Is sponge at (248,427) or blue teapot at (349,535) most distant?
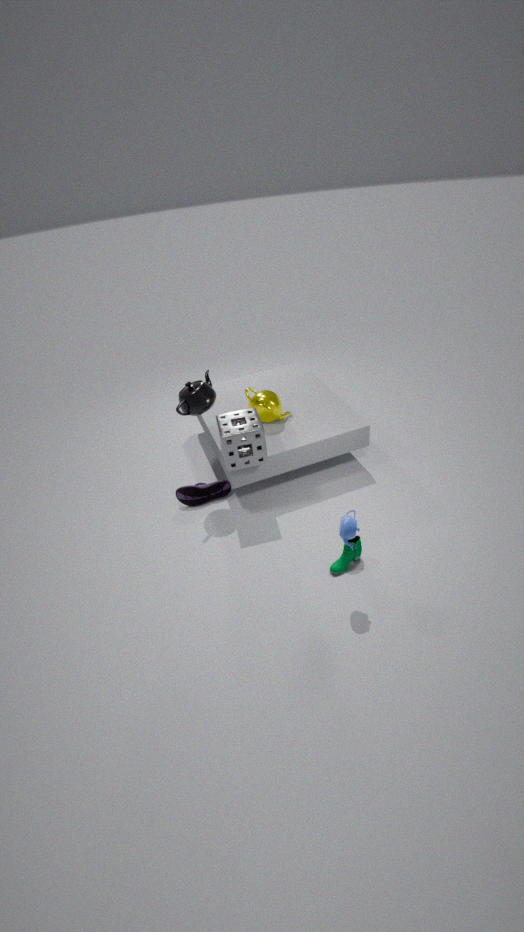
sponge at (248,427)
